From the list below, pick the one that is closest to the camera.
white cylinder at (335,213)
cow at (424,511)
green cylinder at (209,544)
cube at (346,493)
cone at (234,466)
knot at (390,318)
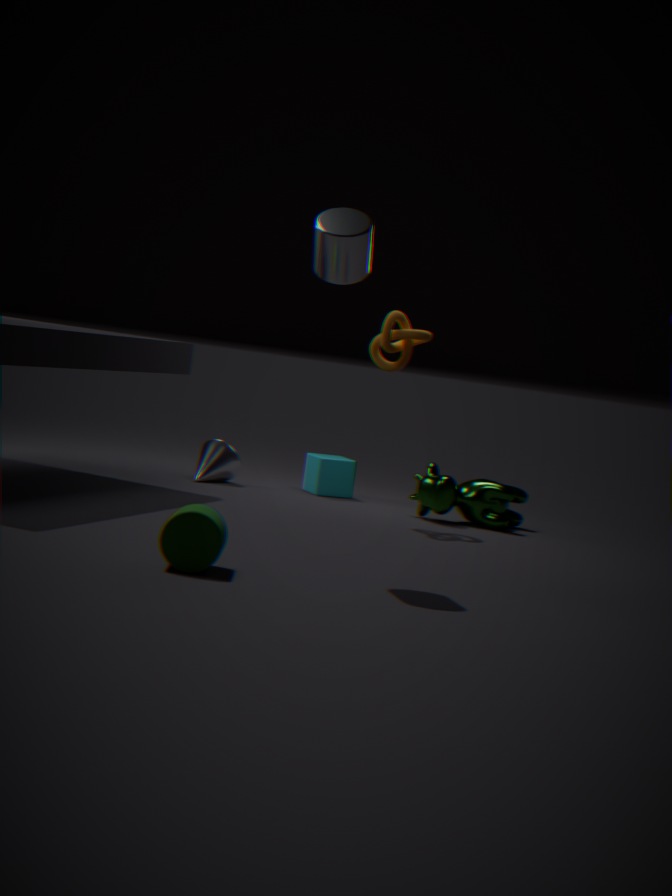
green cylinder at (209,544)
